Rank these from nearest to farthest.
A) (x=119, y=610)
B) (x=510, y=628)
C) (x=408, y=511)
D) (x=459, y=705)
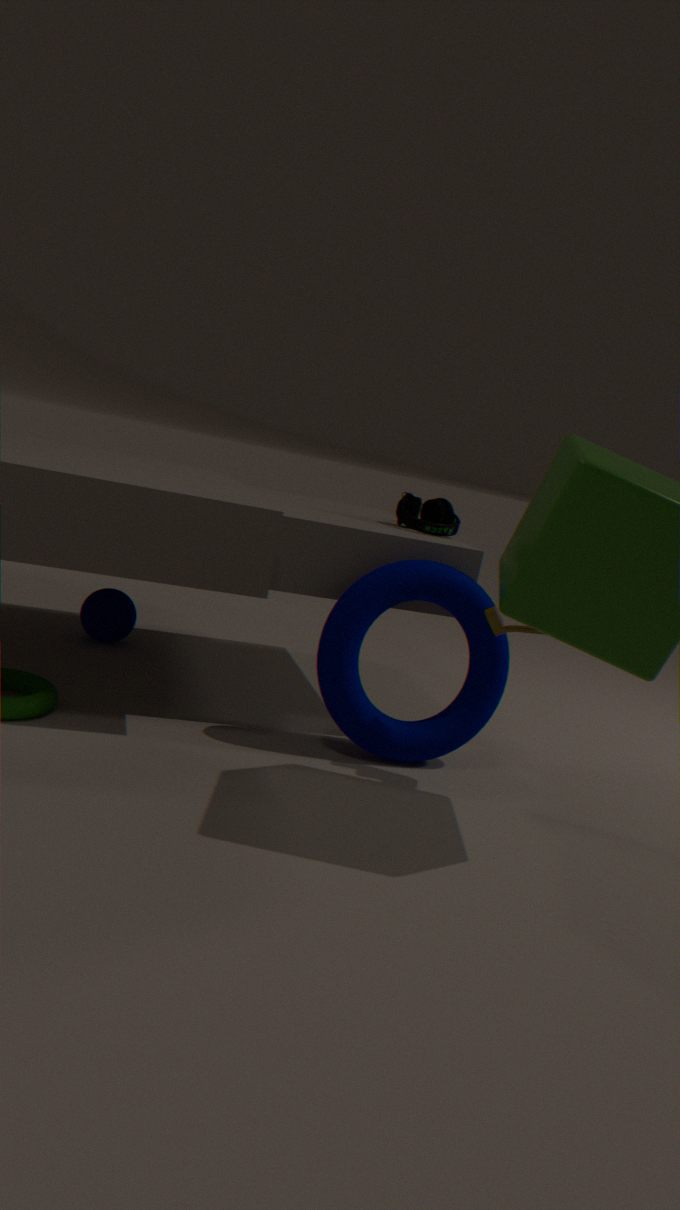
(x=510, y=628), (x=459, y=705), (x=408, y=511), (x=119, y=610)
